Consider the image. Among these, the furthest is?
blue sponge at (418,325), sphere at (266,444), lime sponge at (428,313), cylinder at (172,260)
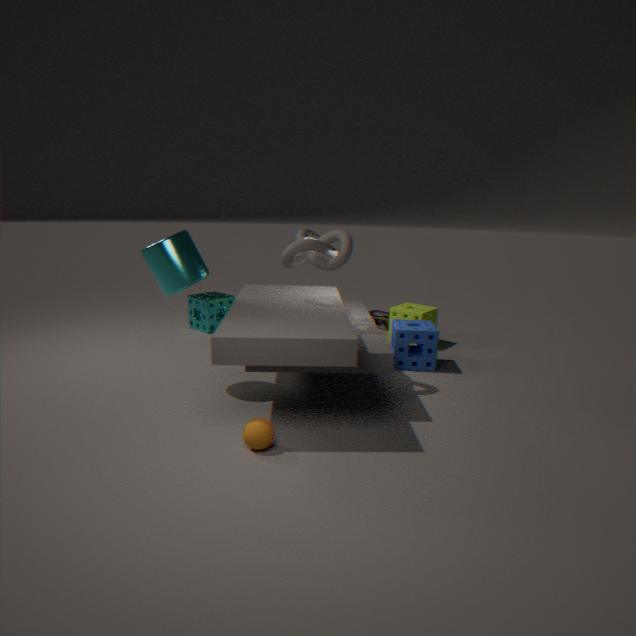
lime sponge at (428,313)
